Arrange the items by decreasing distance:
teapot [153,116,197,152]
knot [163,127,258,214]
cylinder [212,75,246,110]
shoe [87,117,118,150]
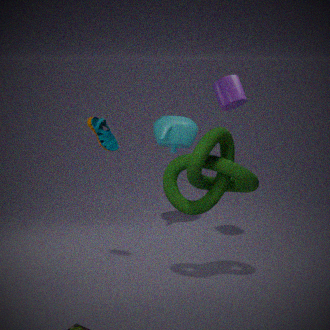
teapot [153,116,197,152] → cylinder [212,75,246,110] → shoe [87,117,118,150] → knot [163,127,258,214]
